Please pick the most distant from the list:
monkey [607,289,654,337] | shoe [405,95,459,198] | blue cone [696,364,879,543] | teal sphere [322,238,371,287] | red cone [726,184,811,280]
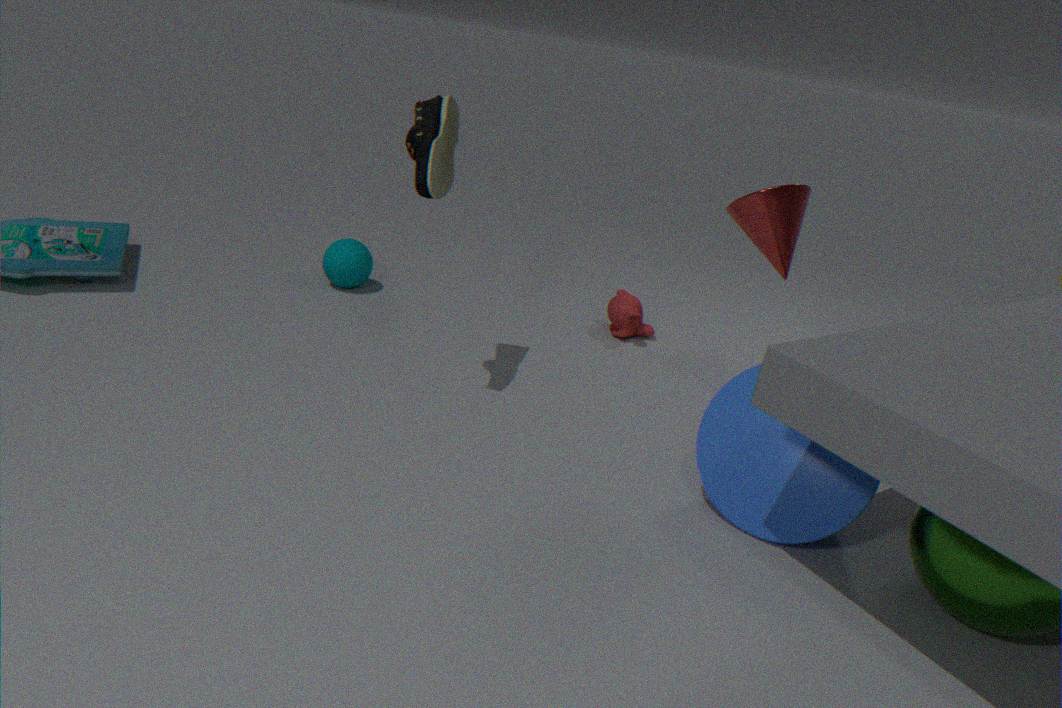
teal sphere [322,238,371,287]
